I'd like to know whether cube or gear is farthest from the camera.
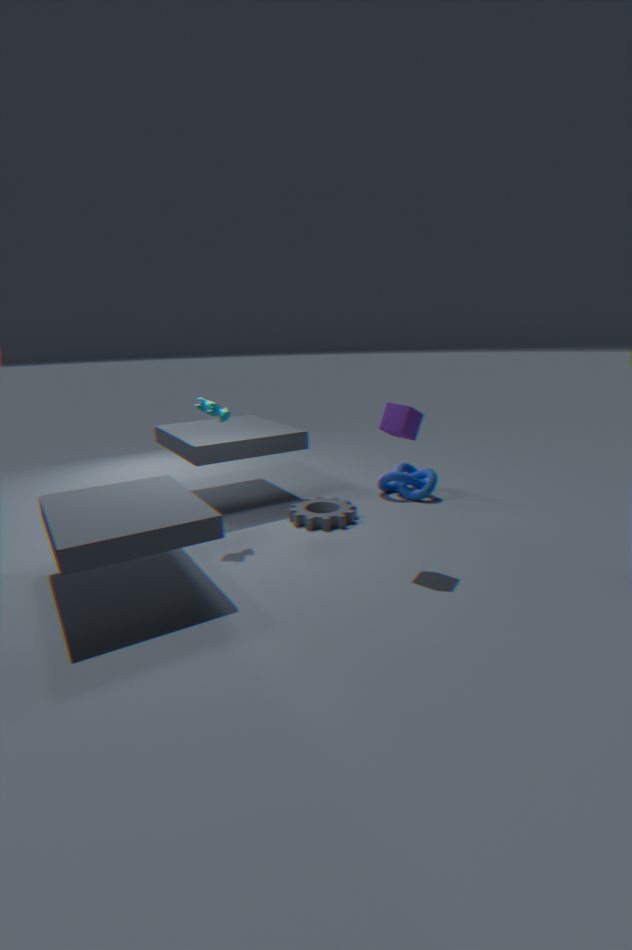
gear
